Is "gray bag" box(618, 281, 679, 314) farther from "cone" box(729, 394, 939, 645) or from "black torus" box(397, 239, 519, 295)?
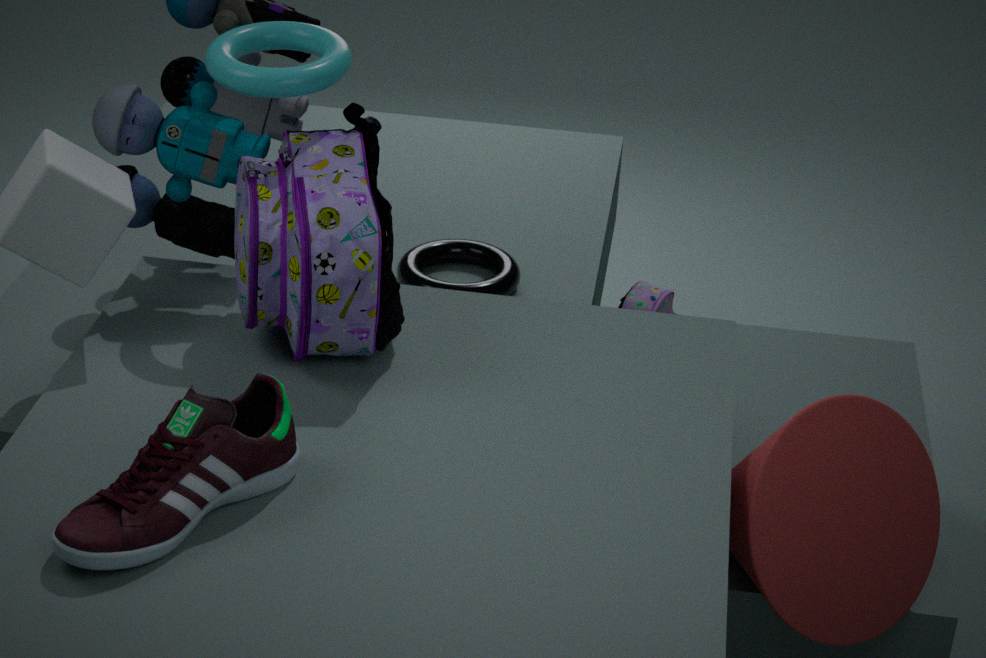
"cone" box(729, 394, 939, 645)
